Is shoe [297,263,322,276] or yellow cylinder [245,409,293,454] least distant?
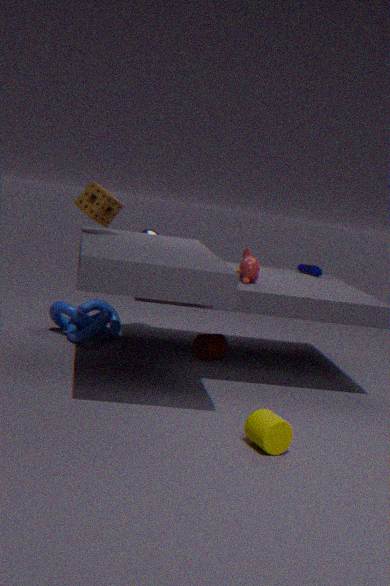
yellow cylinder [245,409,293,454]
